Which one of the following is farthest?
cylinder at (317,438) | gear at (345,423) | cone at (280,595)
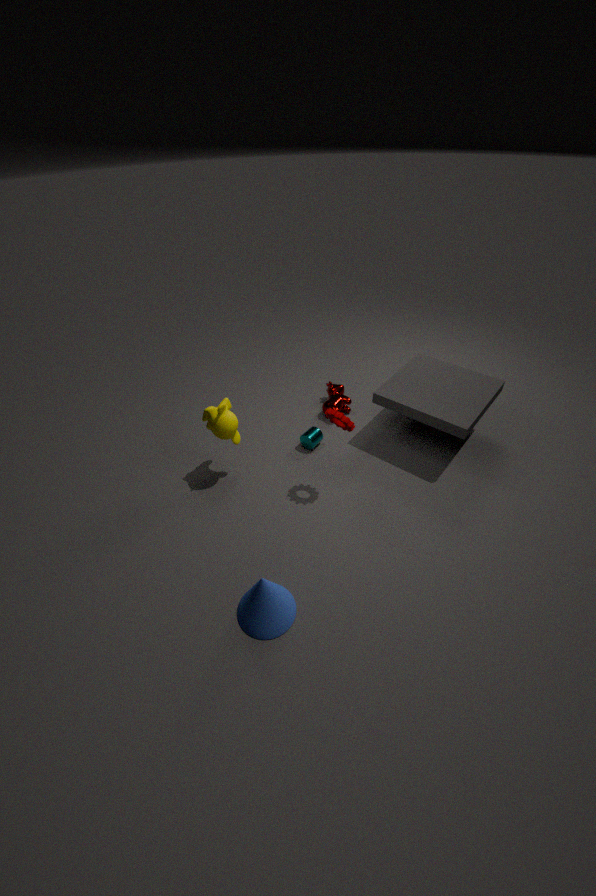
cylinder at (317,438)
